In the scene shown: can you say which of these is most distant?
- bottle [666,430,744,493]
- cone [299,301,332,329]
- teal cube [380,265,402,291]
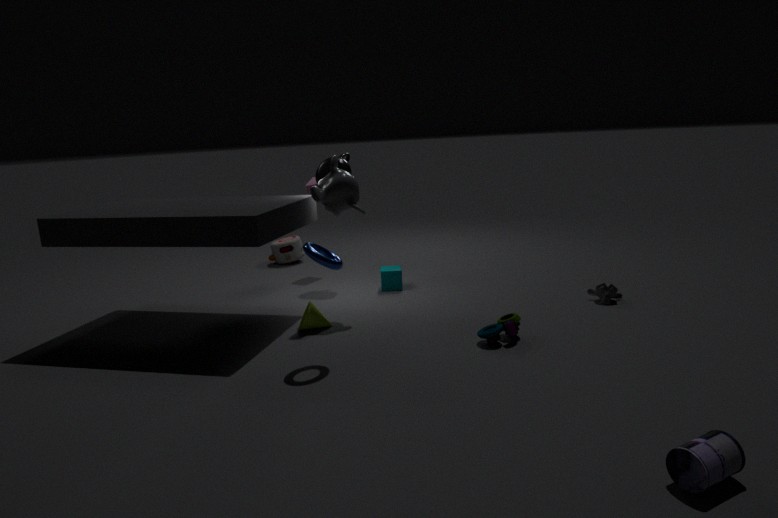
teal cube [380,265,402,291]
